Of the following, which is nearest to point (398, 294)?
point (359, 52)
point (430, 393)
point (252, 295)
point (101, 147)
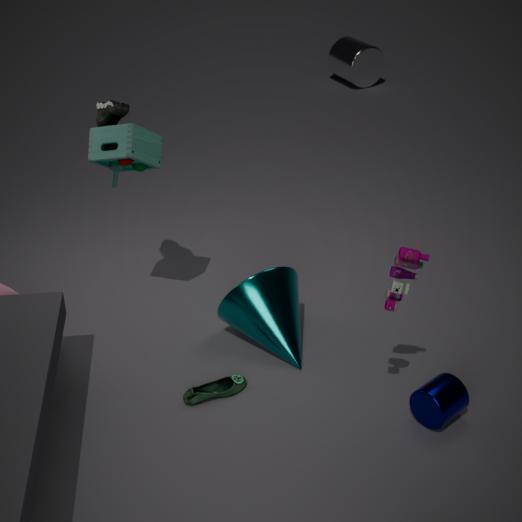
point (430, 393)
